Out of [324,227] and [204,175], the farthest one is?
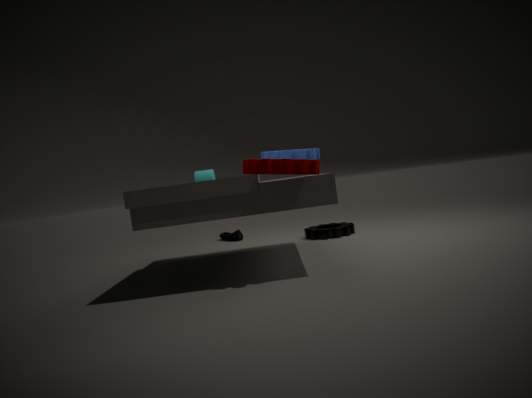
[324,227]
